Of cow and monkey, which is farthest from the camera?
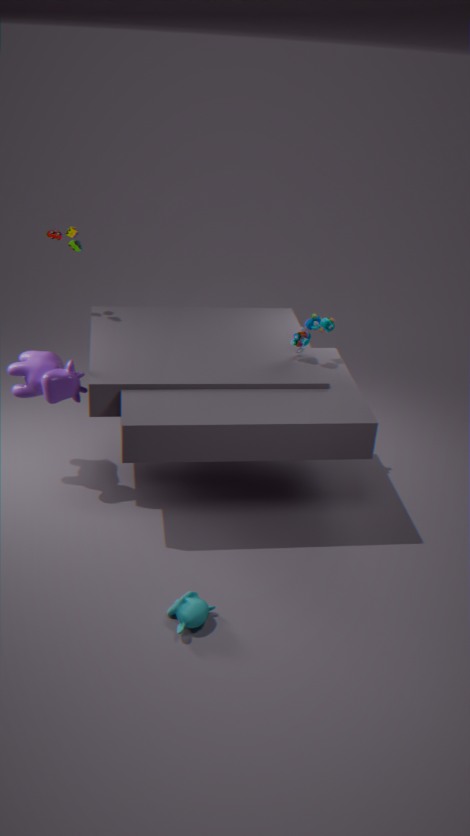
cow
